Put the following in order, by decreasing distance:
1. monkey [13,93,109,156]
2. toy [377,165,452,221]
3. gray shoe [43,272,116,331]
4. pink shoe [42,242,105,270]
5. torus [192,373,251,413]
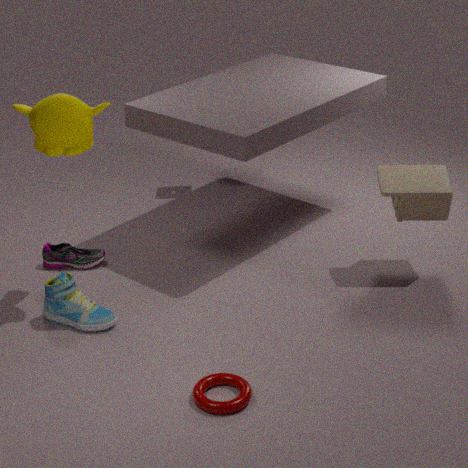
pink shoe [42,242,105,270]
toy [377,165,452,221]
gray shoe [43,272,116,331]
monkey [13,93,109,156]
torus [192,373,251,413]
